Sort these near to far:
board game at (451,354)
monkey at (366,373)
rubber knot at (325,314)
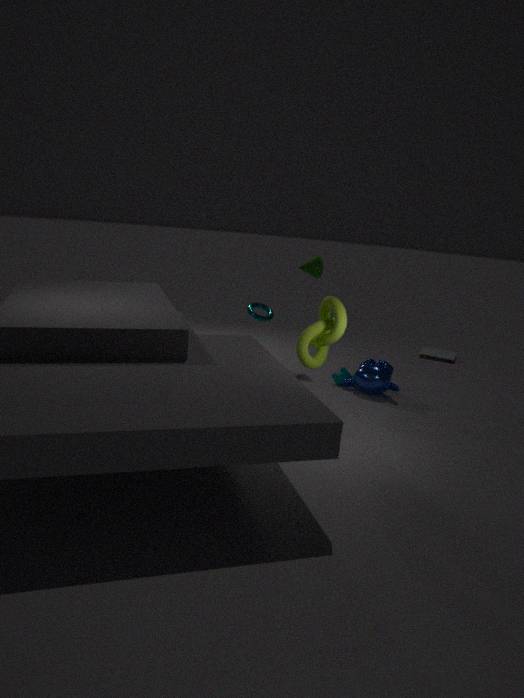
rubber knot at (325,314) → monkey at (366,373) → board game at (451,354)
